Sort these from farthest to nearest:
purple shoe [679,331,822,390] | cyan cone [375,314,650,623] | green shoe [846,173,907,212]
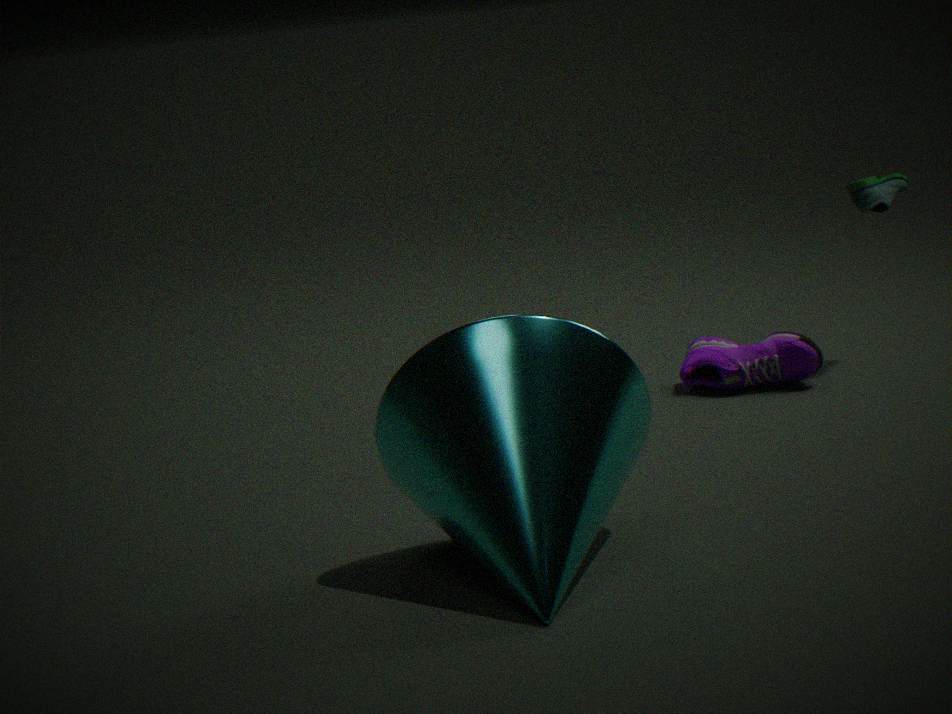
1. green shoe [846,173,907,212]
2. purple shoe [679,331,822,390]
3. cyan cone [375,314,650,623]
